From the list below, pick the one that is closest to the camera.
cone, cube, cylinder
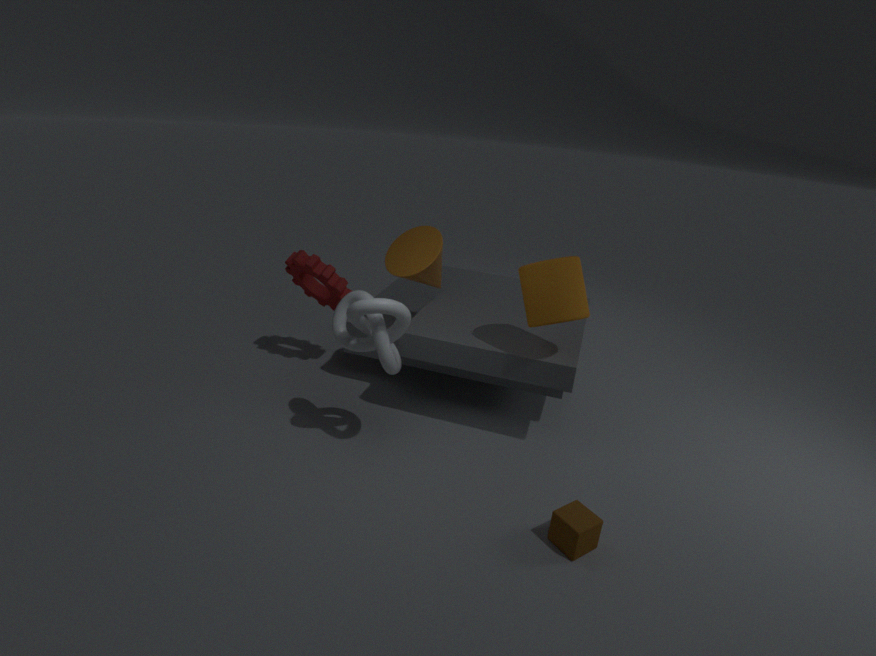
cube
